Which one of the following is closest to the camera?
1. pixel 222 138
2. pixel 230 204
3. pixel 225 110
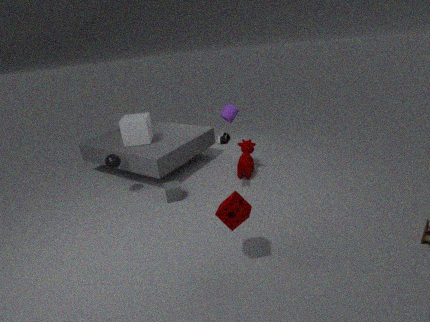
pixel 230 204
